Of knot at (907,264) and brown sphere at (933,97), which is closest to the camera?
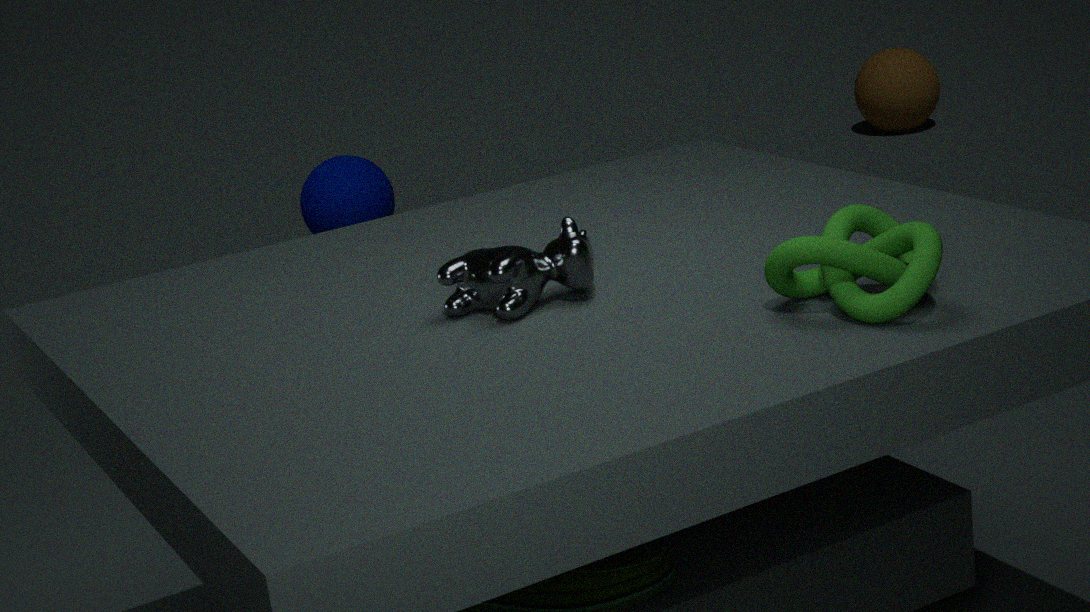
knot at (907,264)
